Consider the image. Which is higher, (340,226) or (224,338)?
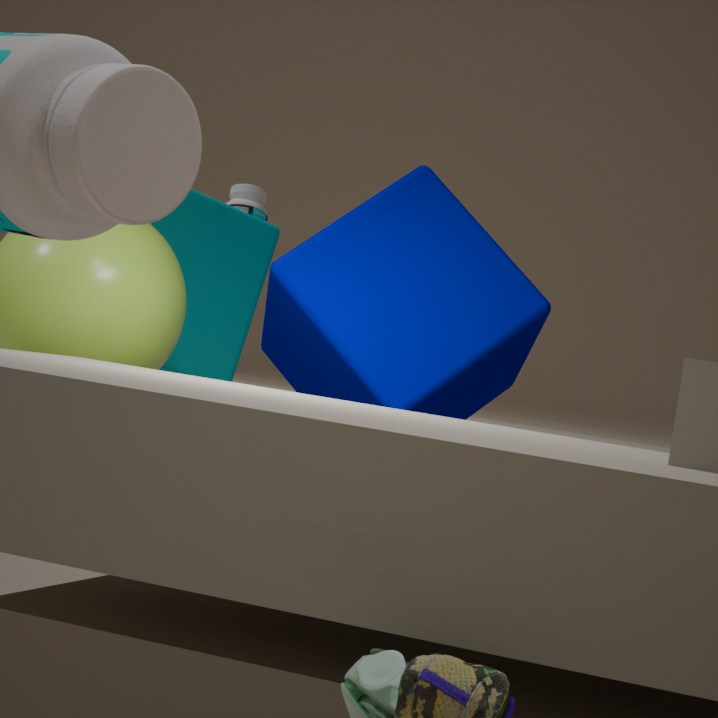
(224,338)
